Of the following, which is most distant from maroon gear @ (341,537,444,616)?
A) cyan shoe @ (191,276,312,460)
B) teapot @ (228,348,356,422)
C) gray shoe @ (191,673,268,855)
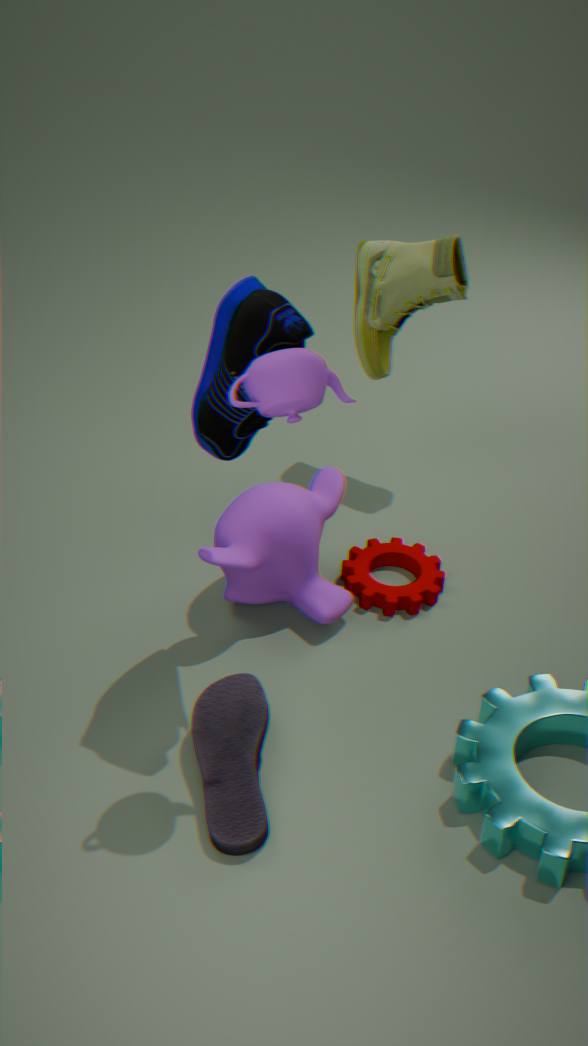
teapot @ (228,348,356,422)
